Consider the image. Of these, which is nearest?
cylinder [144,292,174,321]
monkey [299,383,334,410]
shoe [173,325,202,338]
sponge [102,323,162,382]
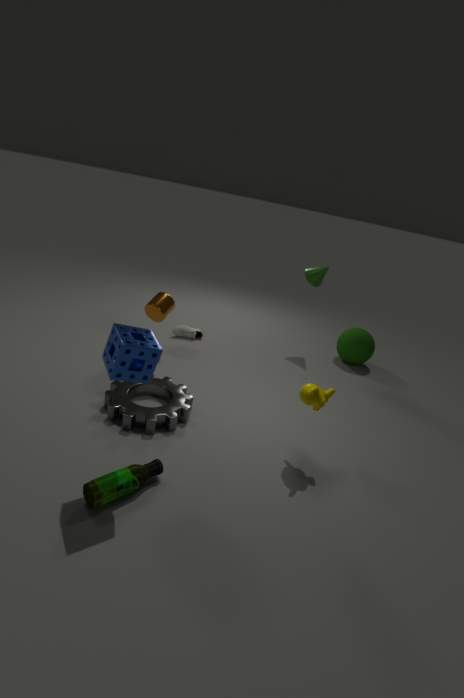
sponge [102,323,162,382]
